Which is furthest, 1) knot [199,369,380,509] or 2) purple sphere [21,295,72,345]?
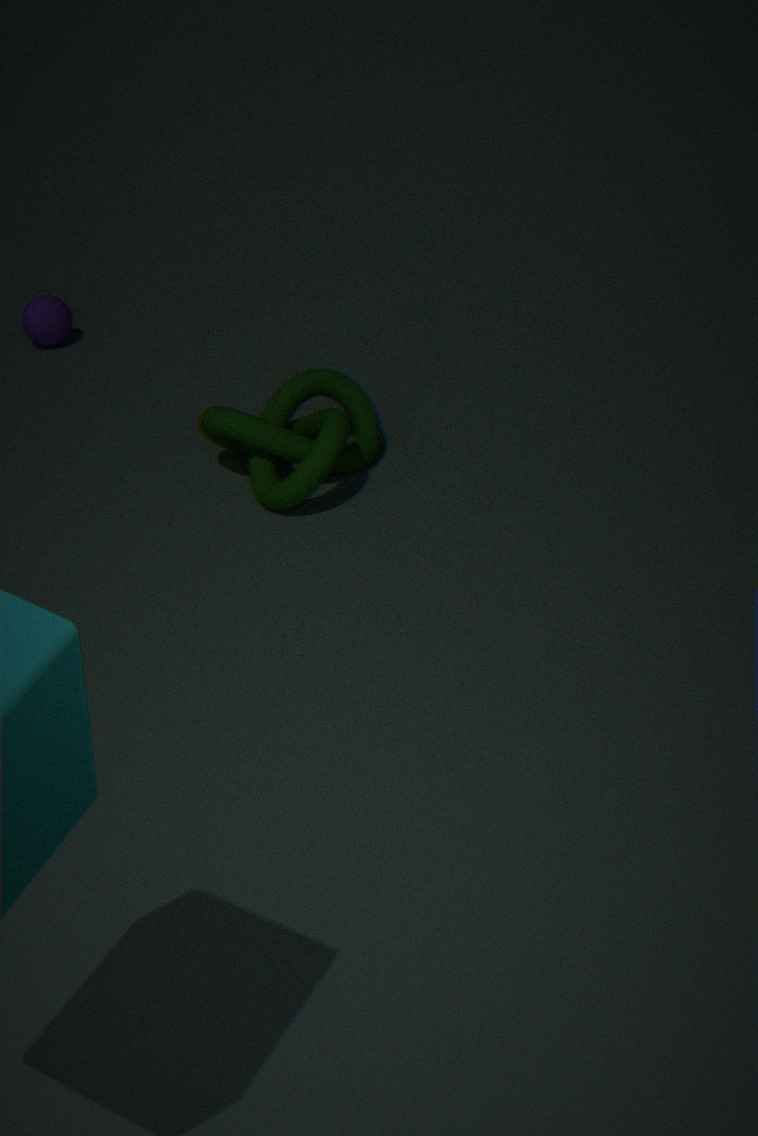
2. purple sphere [21,295,72,345]
